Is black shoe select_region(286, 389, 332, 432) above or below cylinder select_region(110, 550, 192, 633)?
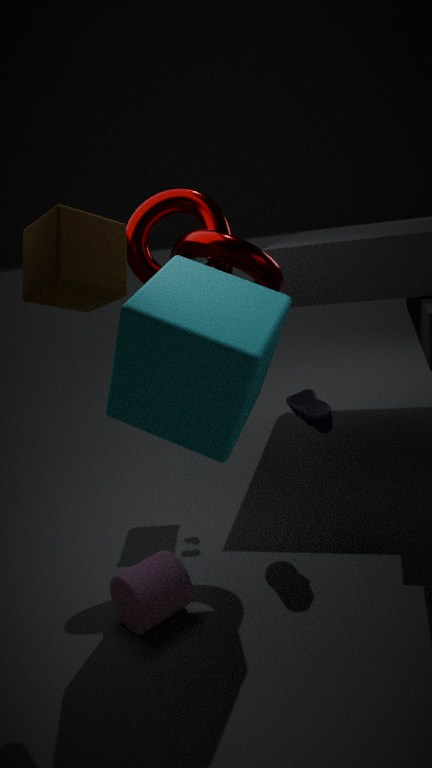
above
